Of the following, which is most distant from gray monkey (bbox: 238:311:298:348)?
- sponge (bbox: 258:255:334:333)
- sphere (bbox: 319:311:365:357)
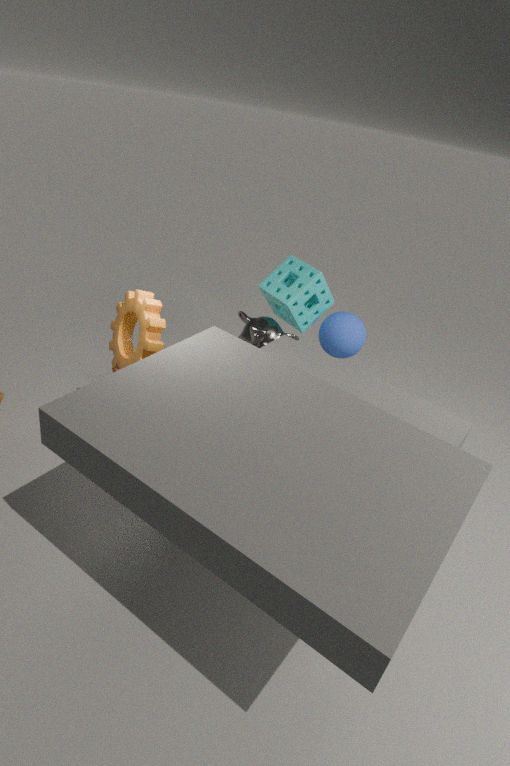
sphere (bbox: 319:311:365:357)
